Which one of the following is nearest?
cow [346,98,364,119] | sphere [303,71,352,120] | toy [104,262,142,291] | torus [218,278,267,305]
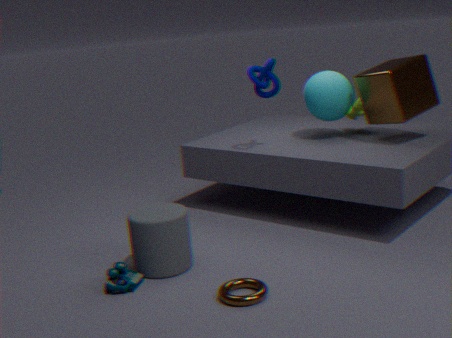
torus [218,278,267,305]
